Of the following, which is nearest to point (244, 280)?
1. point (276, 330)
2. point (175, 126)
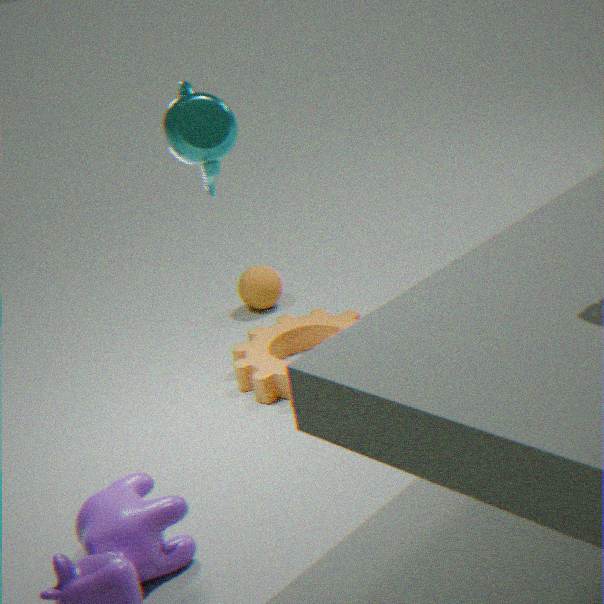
point (276, 330)
